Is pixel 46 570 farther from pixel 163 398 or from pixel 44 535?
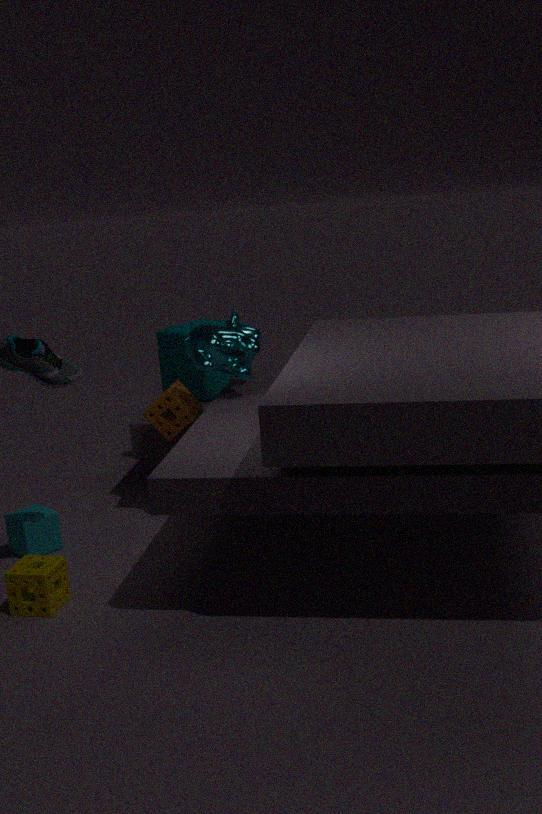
pixel 163 398
